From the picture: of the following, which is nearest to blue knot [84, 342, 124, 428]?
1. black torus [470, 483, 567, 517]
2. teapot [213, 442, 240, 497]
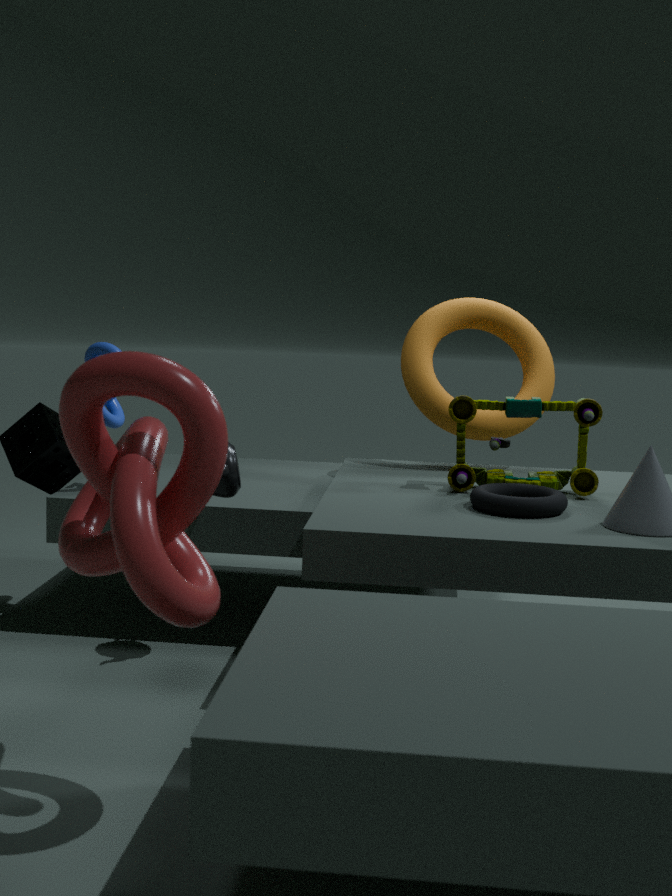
teapot [213, 442, 240, 497]
